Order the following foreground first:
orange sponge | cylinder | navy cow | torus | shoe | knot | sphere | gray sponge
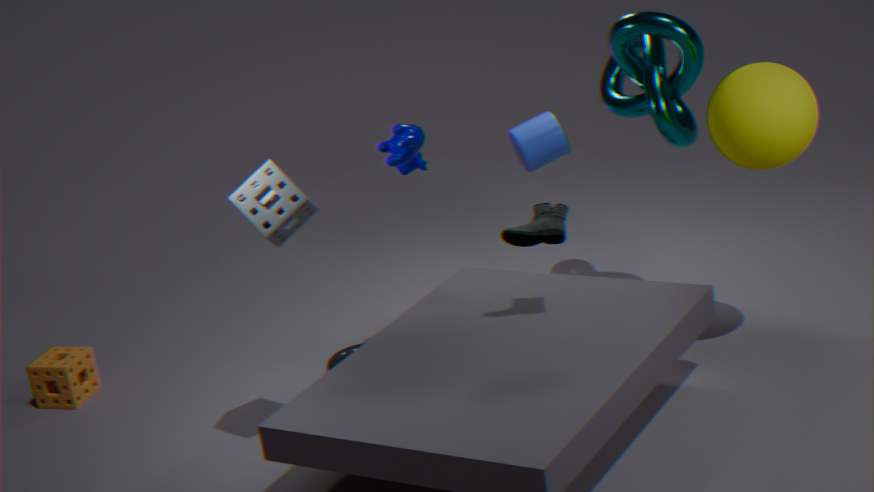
gray sponge < sphere < shoe < navy cow < knot < torus < cylinder < orange sponge
